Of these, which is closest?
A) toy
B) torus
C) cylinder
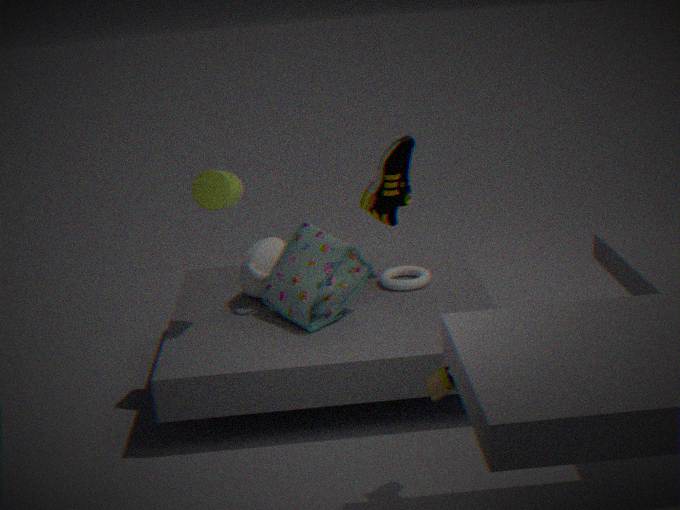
toy
